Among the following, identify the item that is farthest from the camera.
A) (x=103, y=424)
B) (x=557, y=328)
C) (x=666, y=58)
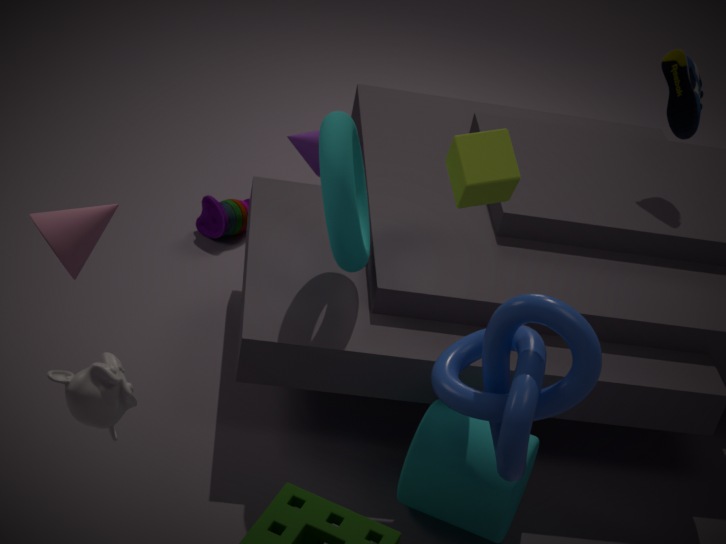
(x=666, y=58)
